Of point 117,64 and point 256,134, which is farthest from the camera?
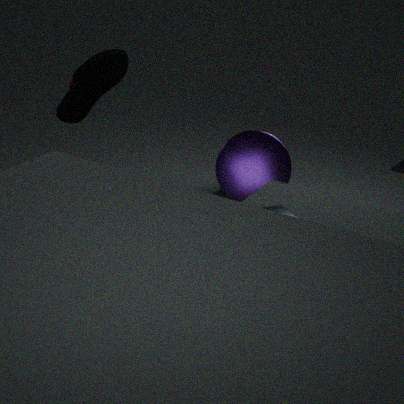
point 256,134
